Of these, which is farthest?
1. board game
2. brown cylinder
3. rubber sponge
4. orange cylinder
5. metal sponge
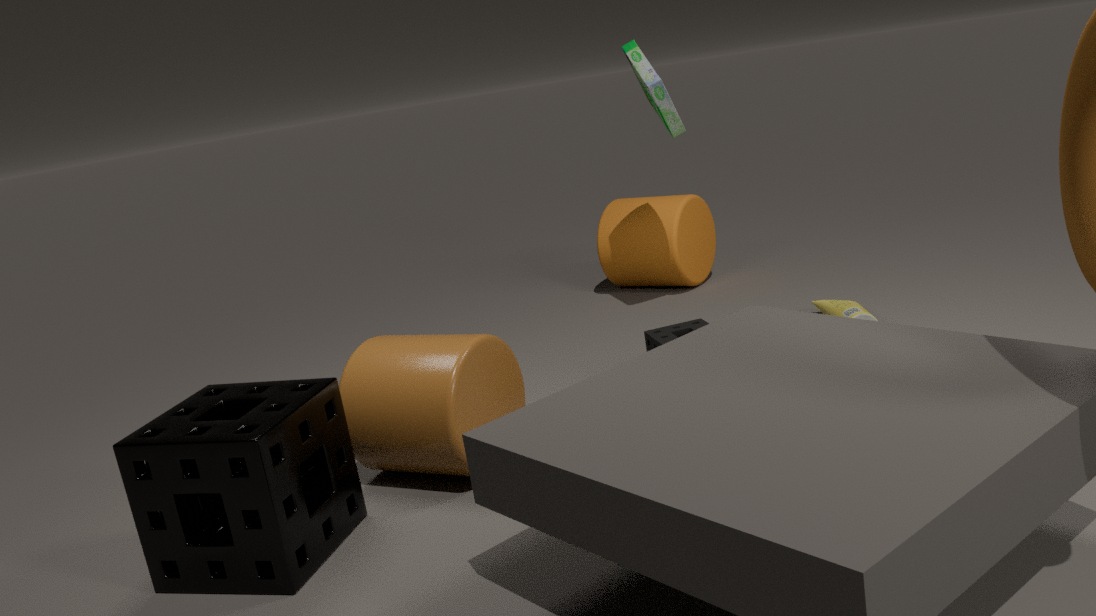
orange cylinder
